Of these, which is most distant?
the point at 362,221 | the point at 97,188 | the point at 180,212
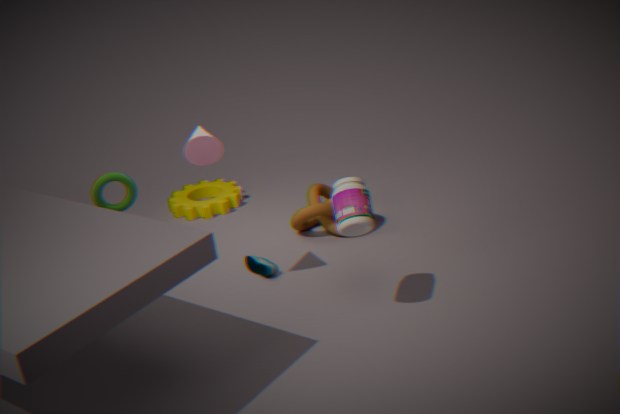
the point at 180,212
